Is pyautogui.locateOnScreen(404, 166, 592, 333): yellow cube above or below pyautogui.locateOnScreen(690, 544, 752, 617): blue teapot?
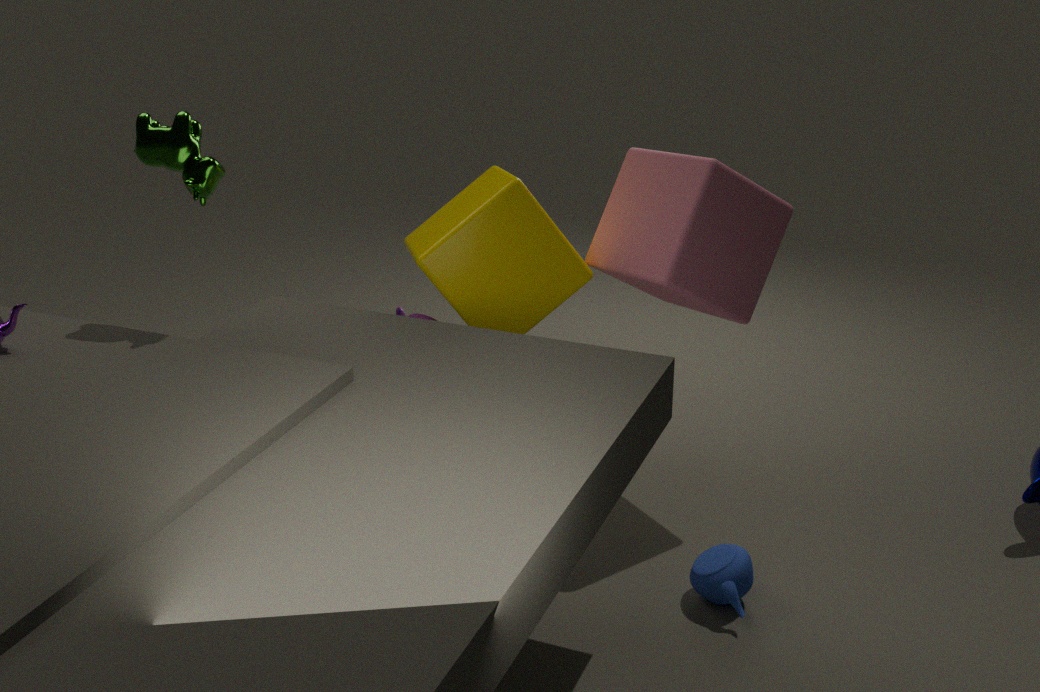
above
